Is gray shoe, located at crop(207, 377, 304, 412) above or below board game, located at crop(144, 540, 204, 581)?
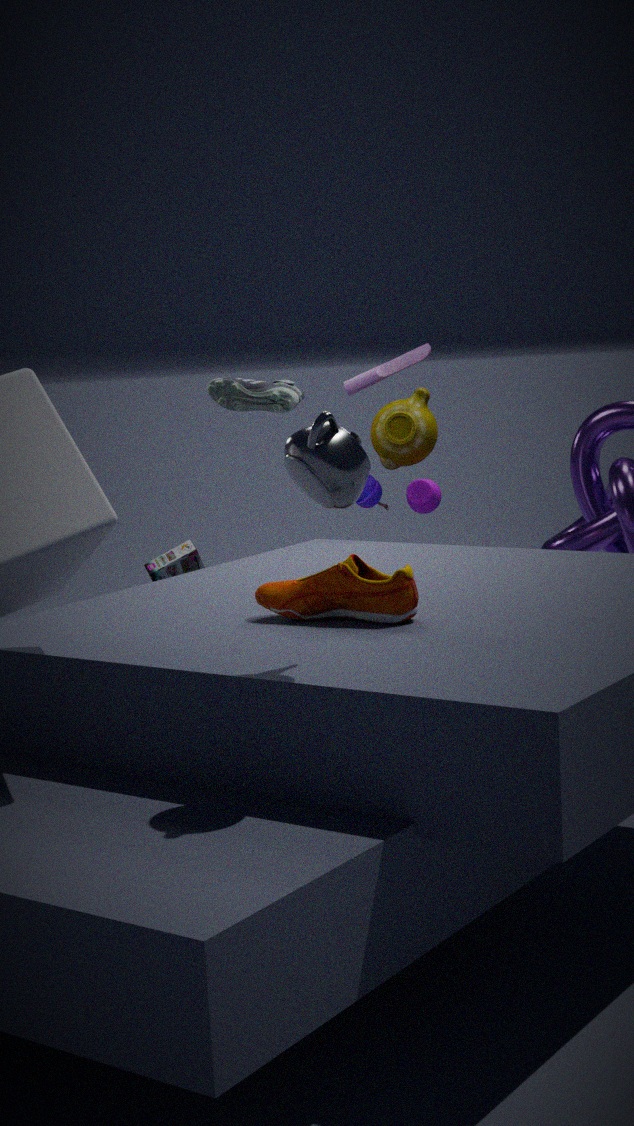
above
